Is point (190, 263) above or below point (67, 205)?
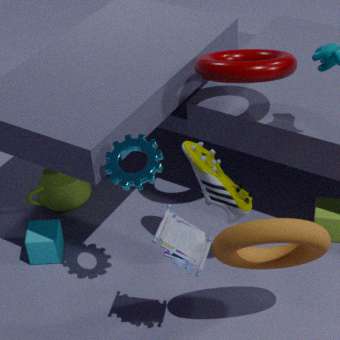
above
